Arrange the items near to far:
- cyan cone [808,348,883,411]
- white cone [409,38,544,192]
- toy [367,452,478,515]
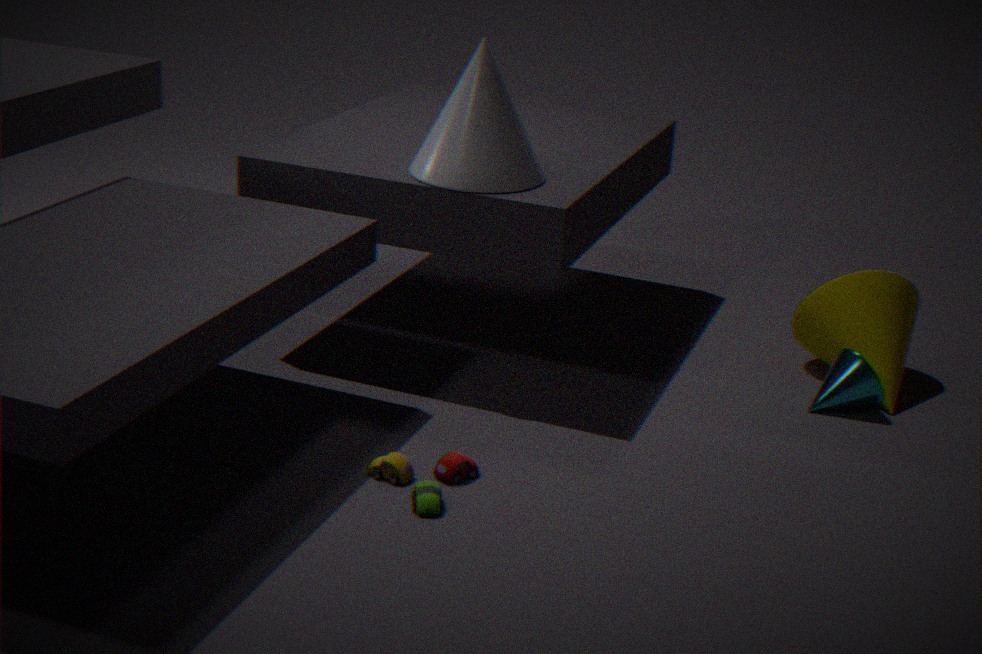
toy [367,452,478,515] < white cone [409,38,544,192] < cyan cone [808,348,883,411]
